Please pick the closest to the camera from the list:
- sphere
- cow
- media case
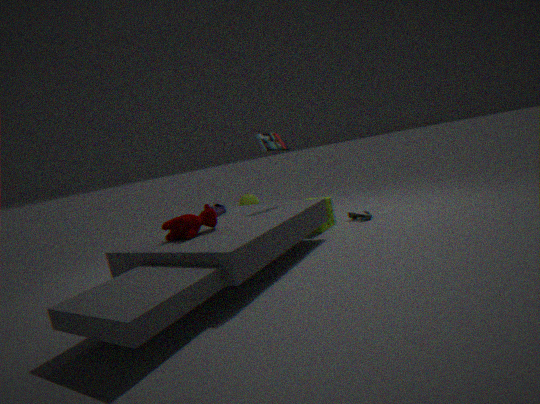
cow
